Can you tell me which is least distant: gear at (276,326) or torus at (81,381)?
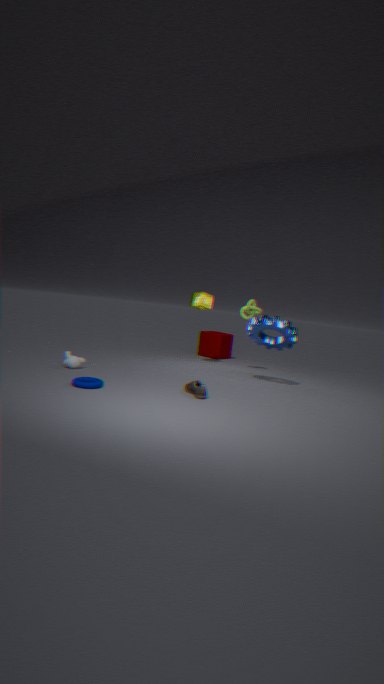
torus at (81,381)
